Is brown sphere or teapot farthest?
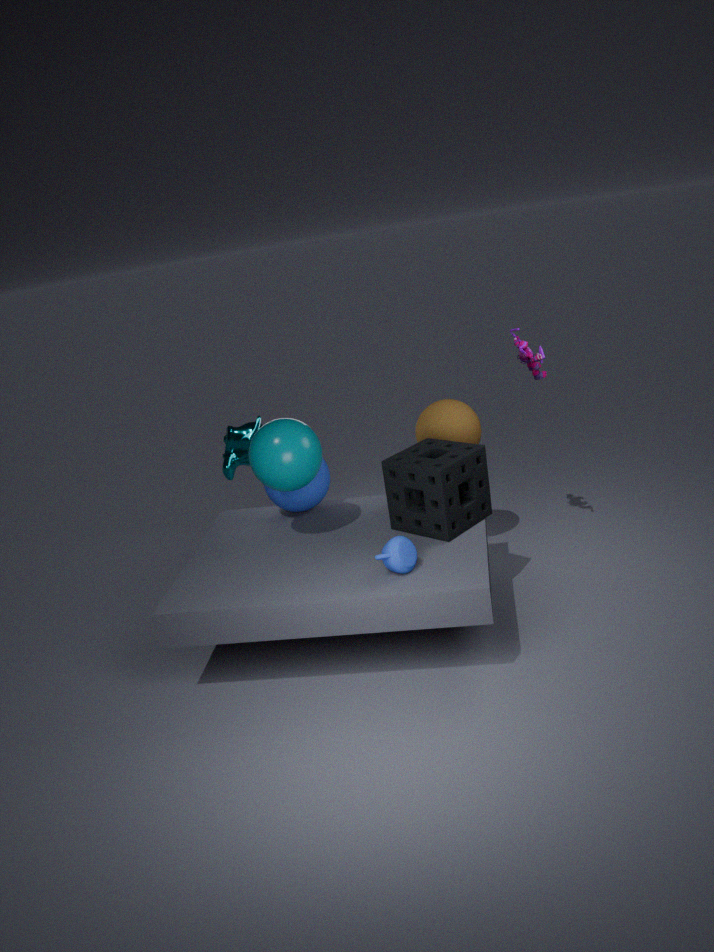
brown sphere
